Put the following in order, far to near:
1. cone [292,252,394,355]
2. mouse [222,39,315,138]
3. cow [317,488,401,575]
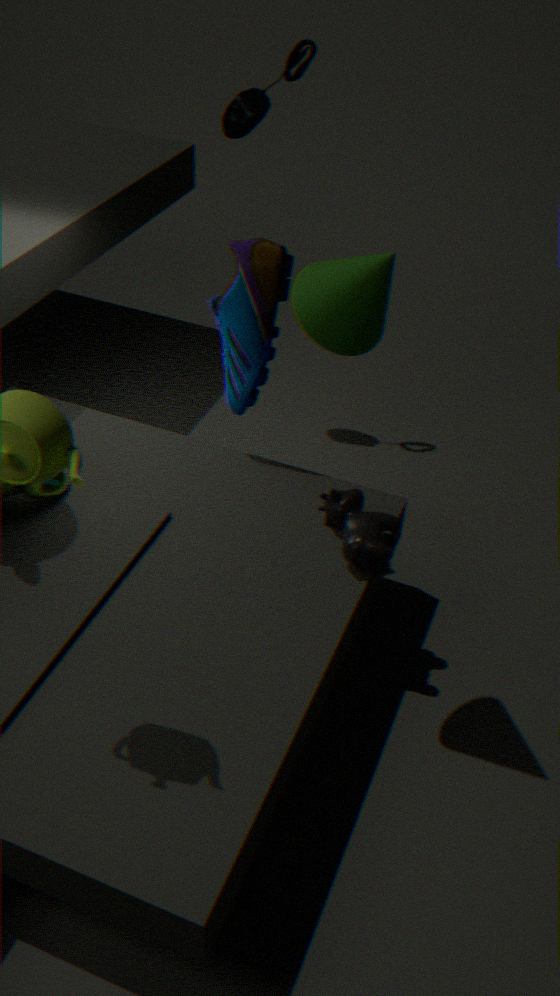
mouse [222,39,315,138], cow [317,488,401,575], cone [292,252,394,355]
